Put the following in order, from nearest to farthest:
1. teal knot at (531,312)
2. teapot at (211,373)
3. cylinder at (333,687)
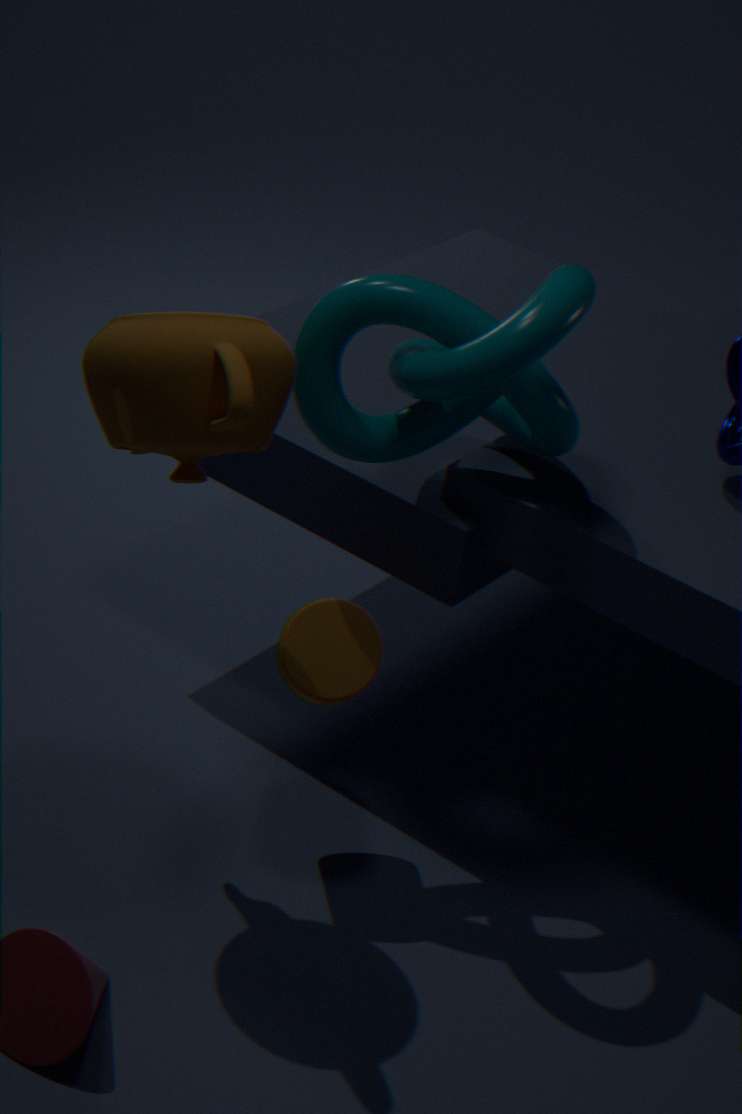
1. teapot at (211,373)
2. teal knot at (531,312)
3. cylinder at (333,687)
